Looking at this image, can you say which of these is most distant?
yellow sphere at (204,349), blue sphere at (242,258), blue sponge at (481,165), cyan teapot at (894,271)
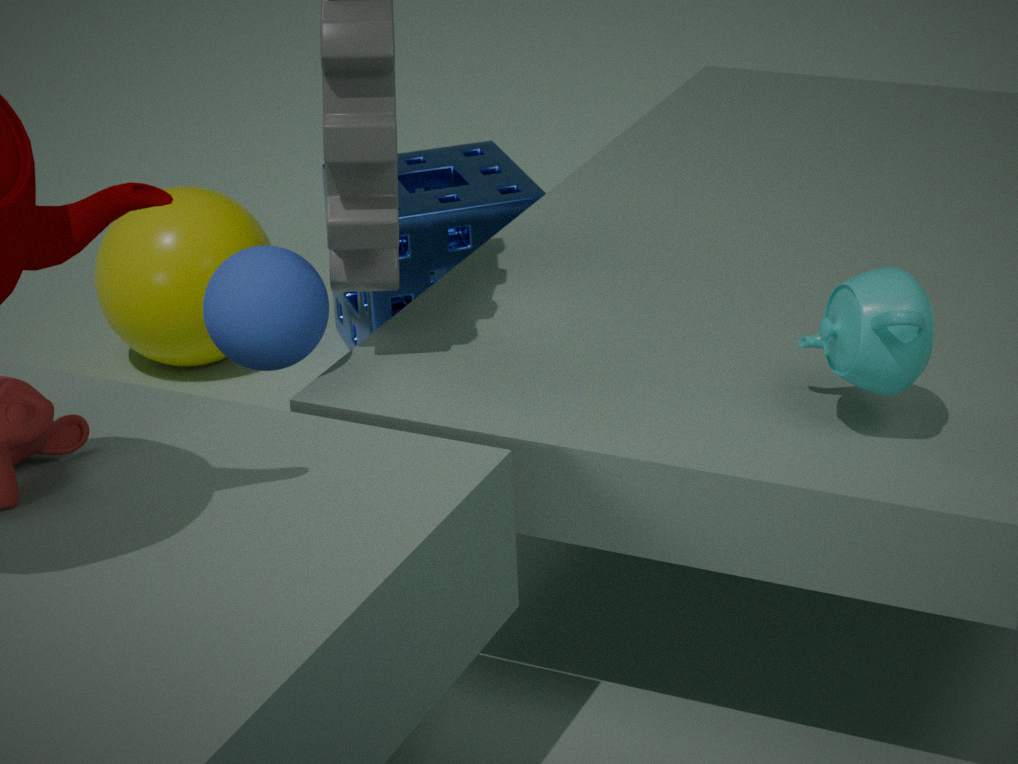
yellow sphere at (204,349)
